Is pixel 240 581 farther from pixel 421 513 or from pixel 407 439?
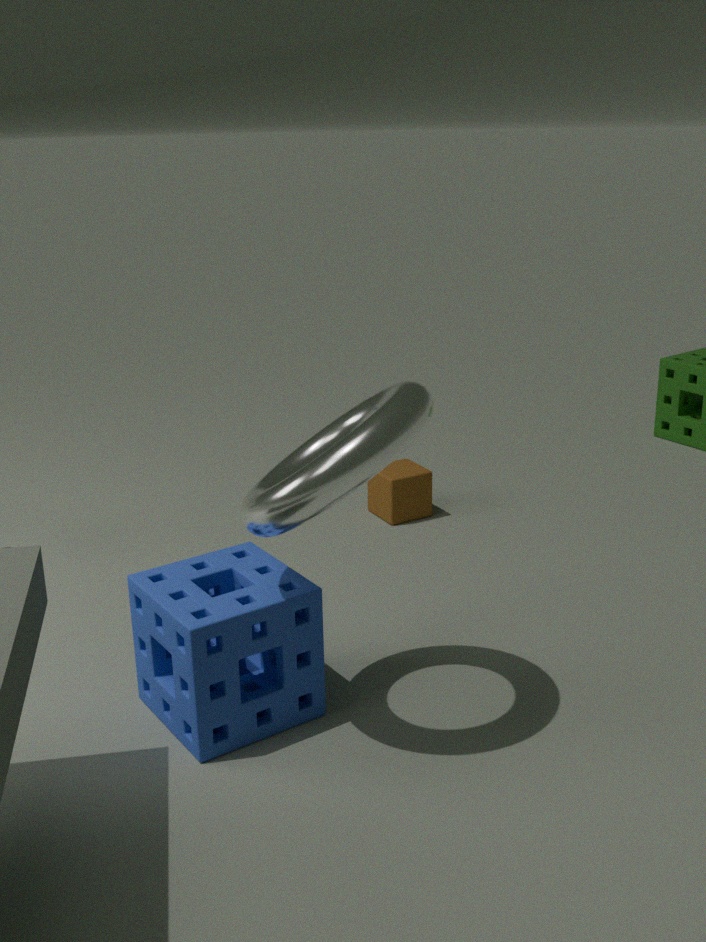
pixel 421 513
